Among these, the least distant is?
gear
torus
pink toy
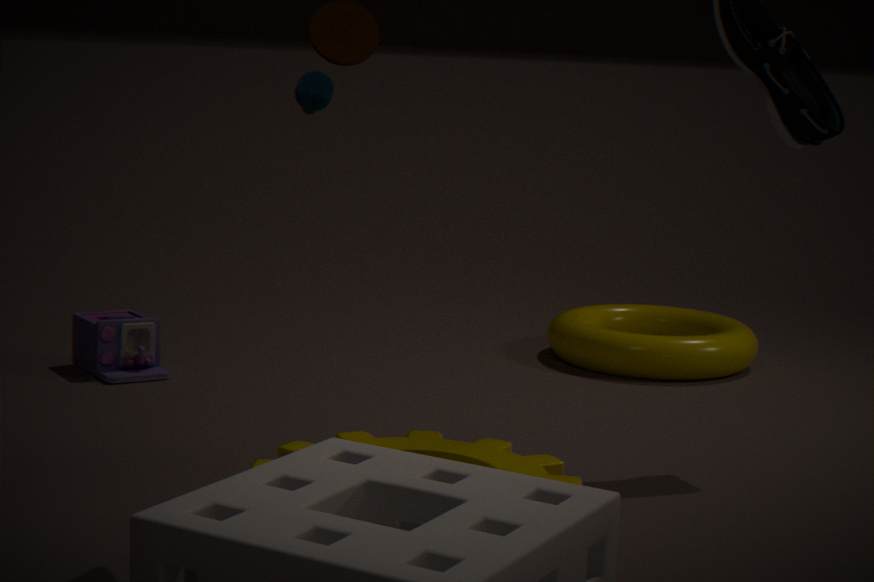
gear
